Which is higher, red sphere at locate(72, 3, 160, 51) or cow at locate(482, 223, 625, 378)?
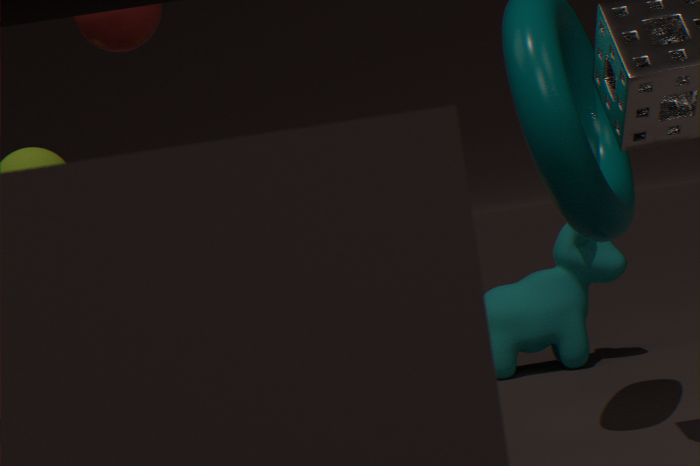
red sphere at locate(72, 3, 160, 51)
